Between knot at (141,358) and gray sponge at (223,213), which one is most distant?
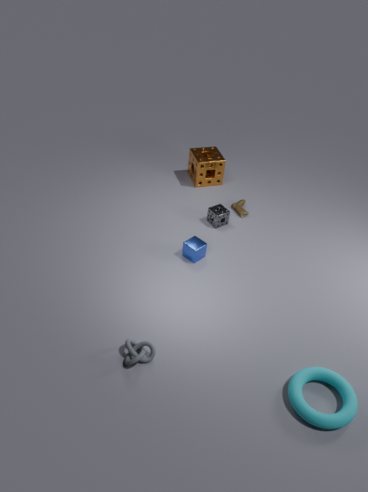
gray sponge at (223,213)
